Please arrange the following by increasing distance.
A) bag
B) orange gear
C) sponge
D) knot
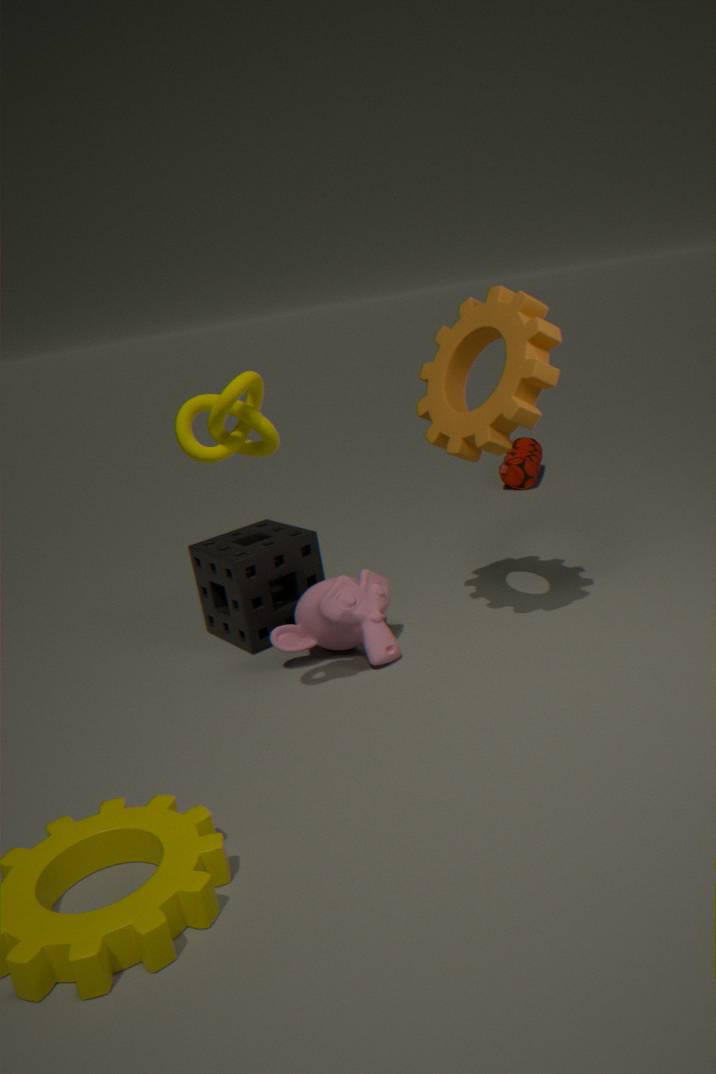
1. knot
2. orange gear
3. sponge
4. bag
